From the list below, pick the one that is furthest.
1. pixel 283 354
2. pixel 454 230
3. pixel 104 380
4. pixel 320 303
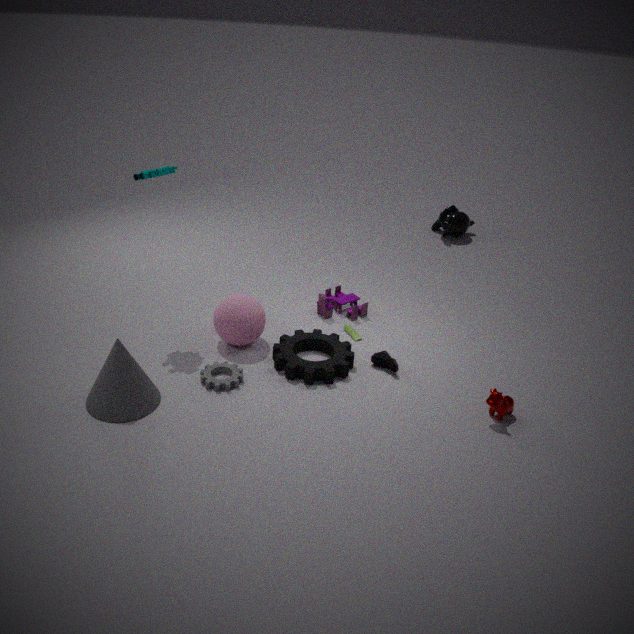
pixel 454 230
